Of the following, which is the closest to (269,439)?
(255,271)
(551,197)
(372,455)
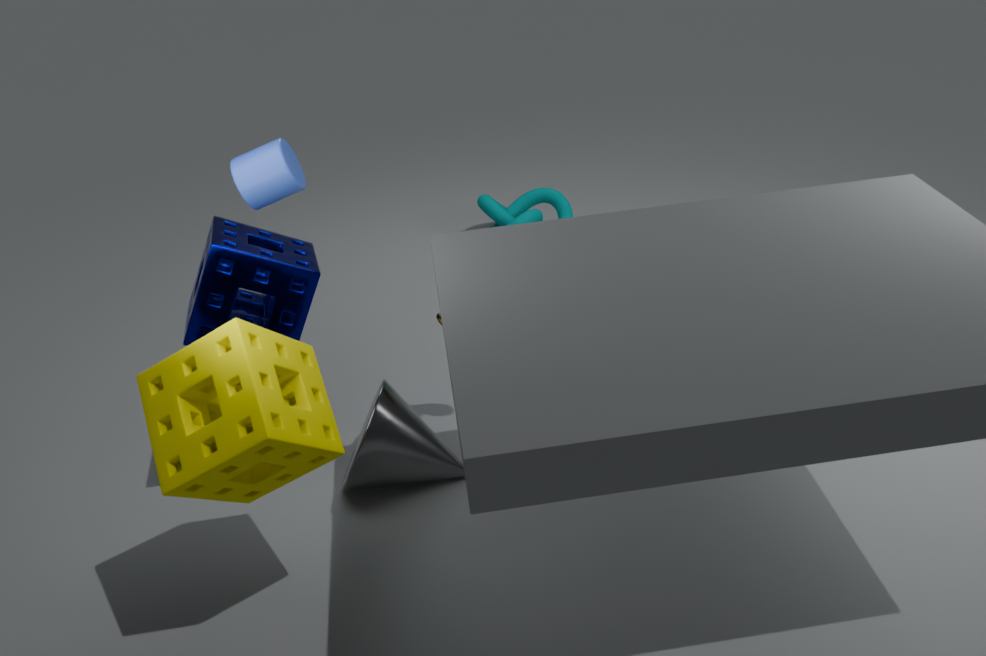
(255,271)
